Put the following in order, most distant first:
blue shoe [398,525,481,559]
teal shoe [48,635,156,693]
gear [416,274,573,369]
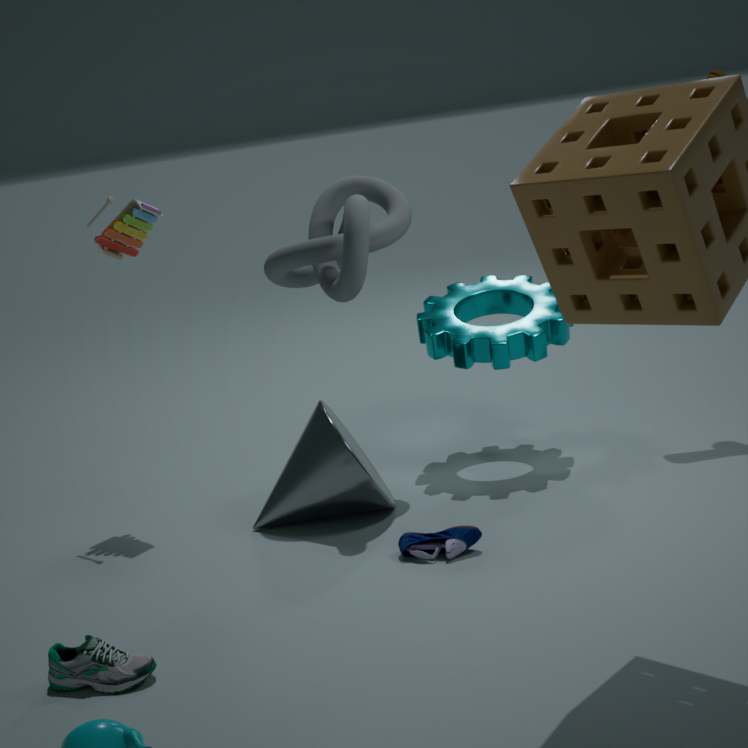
1. gear [416,274,573,369]
2. blue shoe [398,525,481,559]
3. teal shoe [48,635,156,693]
